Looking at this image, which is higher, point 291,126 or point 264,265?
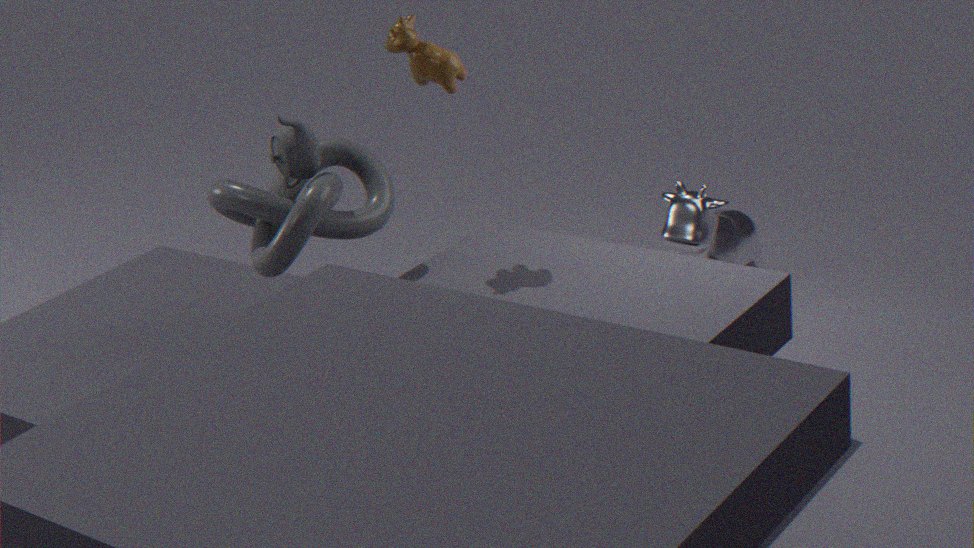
point 291,126
